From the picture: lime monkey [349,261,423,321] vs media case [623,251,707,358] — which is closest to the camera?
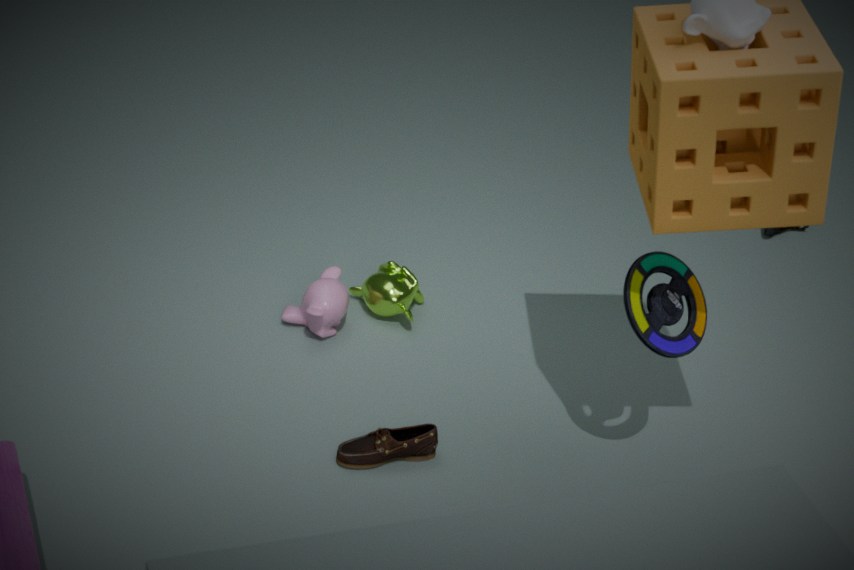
media case [623,251,707,358]
